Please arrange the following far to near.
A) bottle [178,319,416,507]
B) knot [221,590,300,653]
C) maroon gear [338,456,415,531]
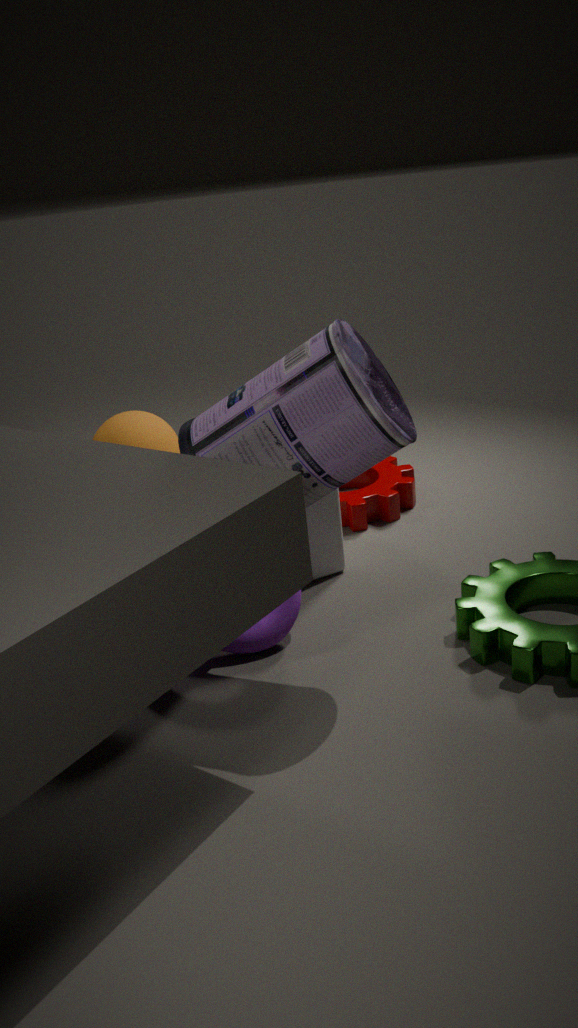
maroon gear [338,456,415,531], knot [221,590,300,653], bottle [178,319,416,507]
